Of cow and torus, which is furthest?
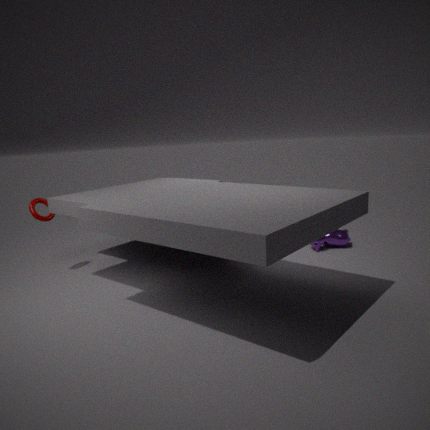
cow
